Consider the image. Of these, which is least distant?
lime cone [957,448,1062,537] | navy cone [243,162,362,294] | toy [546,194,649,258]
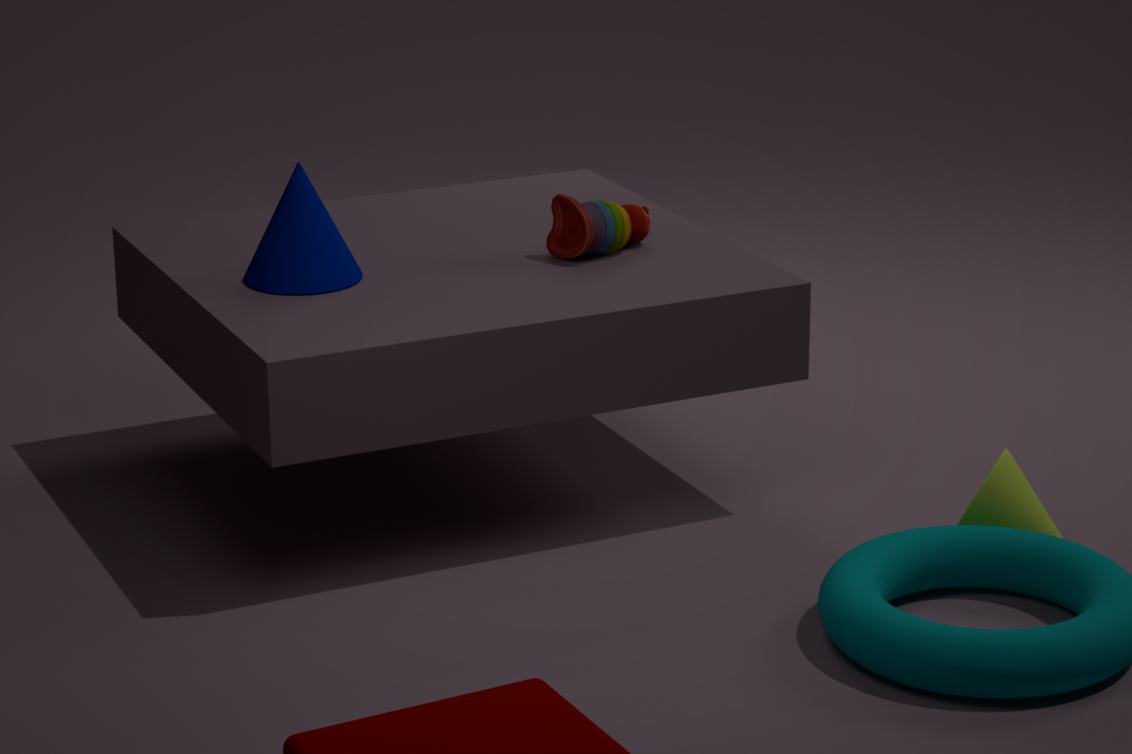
lime cone [957,448,1062,537]
